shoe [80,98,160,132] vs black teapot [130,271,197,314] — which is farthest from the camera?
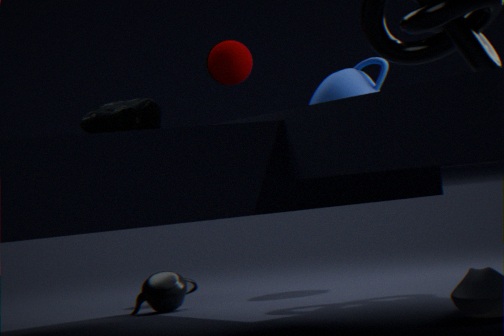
black teapot [130,271,197,314]
